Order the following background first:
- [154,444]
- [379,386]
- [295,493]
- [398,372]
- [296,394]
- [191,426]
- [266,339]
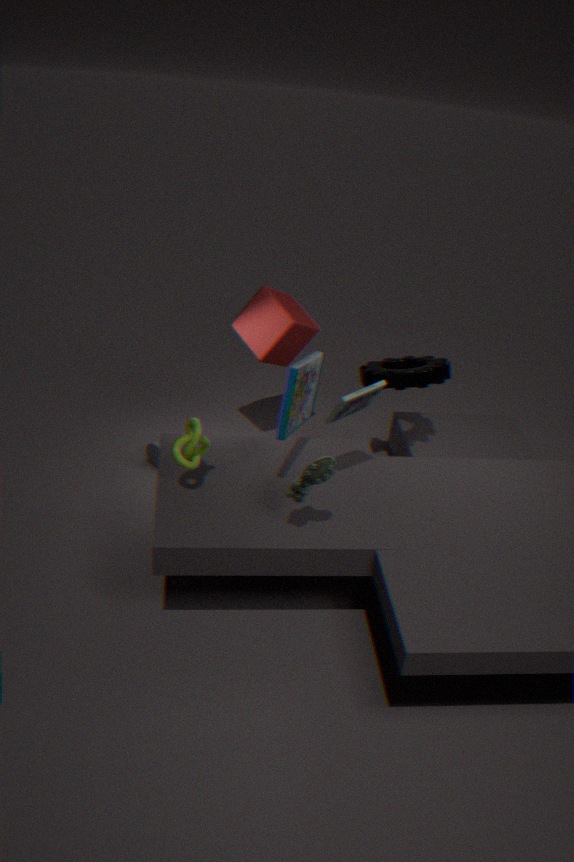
[154,444] → [266,339] → [398,372] → [191,426] → [296,394] → [379,386] → [295,493]
